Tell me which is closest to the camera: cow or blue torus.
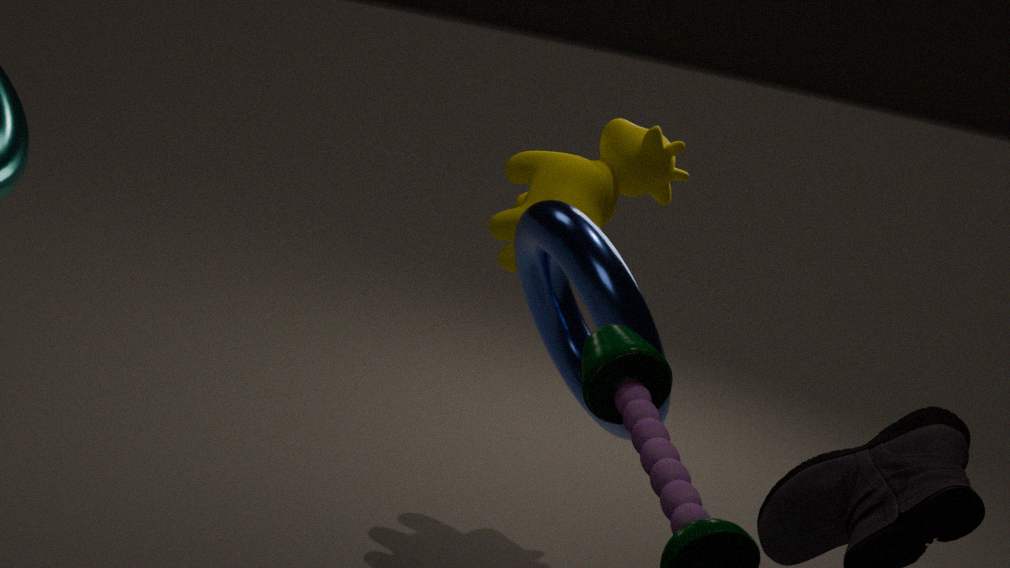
blue torus
